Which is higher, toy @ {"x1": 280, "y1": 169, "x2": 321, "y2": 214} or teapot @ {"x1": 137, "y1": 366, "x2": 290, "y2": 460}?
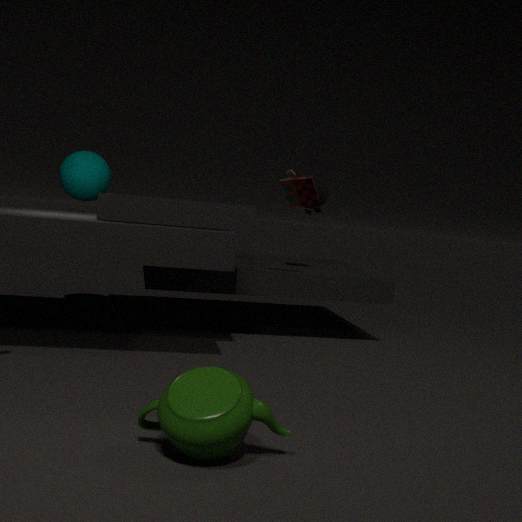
toy @ {"x1": 280, "y1": 169, "x2": 321, "y2": 214}
